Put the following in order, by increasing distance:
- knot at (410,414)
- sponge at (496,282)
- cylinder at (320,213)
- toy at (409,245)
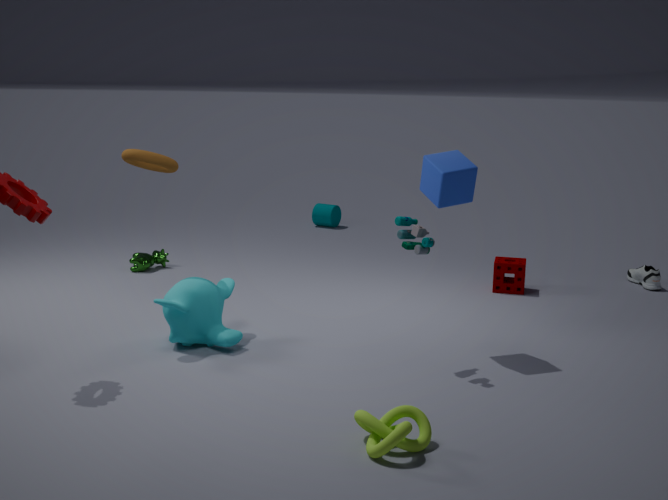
knot at (410,414)
toy at (409,245)
sponge at (496,282)
cylinder at (320,213)
